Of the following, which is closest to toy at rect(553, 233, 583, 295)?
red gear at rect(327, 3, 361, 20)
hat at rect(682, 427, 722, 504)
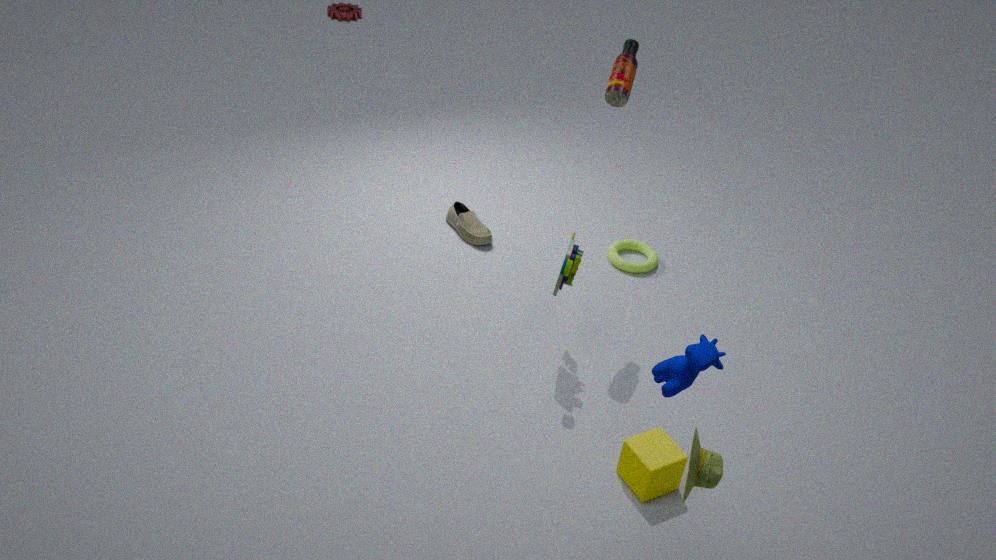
hat at rect(682, 427, 722, 504)
